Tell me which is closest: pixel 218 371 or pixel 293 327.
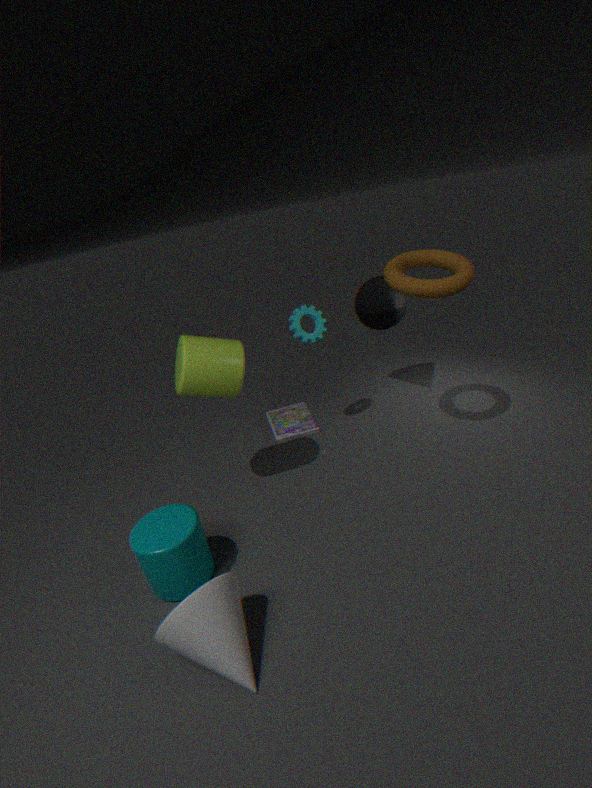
pixel 218 371
